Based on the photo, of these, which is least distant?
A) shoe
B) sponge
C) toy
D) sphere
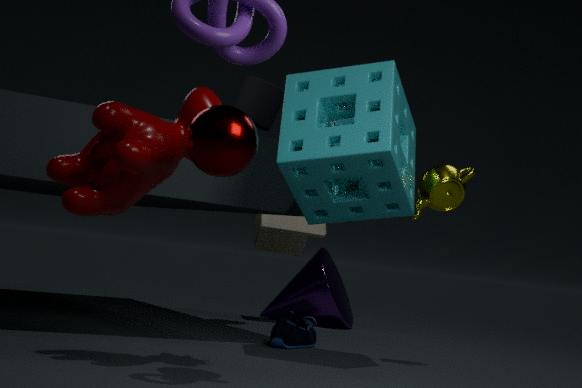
sphere
